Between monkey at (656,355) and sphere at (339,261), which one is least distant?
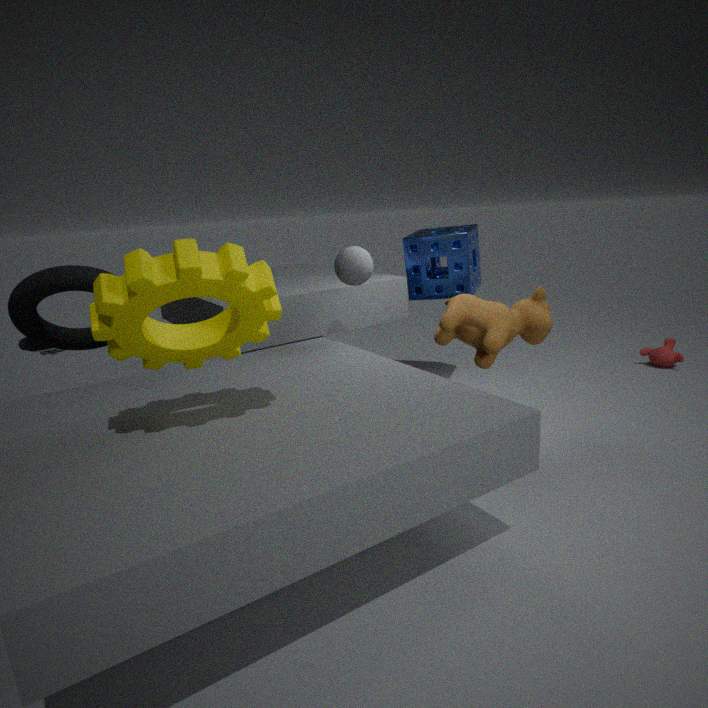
sphere at (339,261)
